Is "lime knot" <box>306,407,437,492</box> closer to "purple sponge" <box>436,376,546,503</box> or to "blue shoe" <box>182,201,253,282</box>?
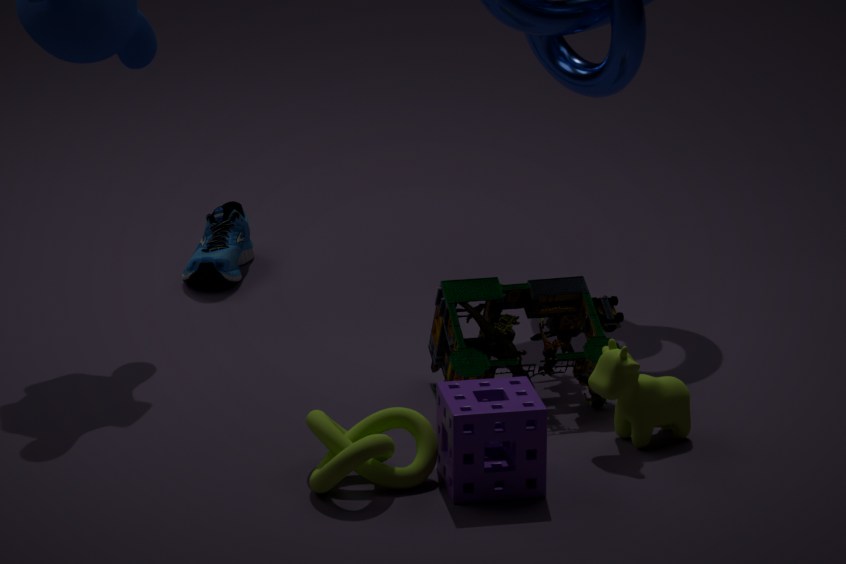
"purple sponge" <box>436,376,546,503</box>
